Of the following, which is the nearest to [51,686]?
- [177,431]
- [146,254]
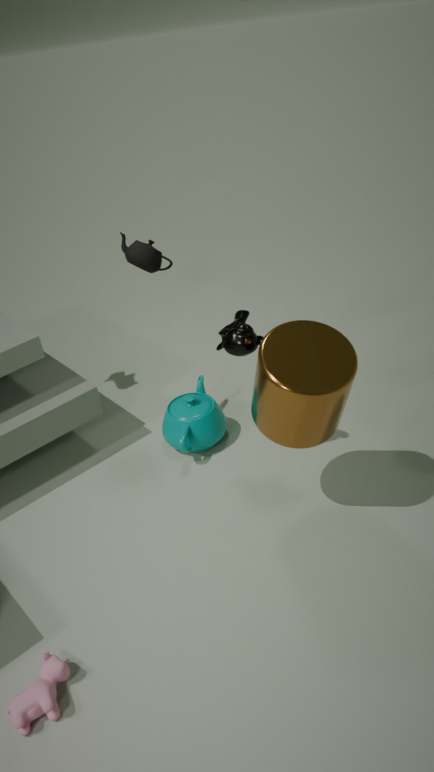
[177,431]
